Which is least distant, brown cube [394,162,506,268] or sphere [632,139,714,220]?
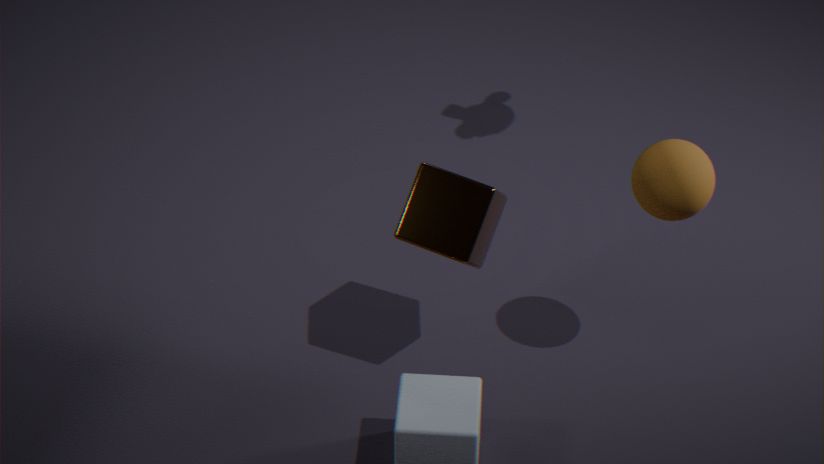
sphere [632,139,714,220]
